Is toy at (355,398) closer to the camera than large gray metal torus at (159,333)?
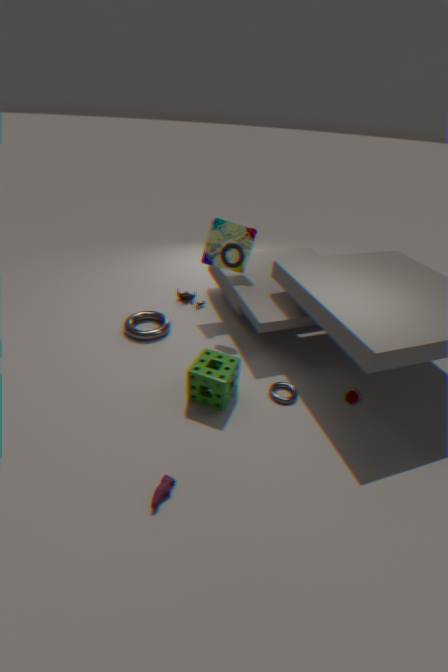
Yes
